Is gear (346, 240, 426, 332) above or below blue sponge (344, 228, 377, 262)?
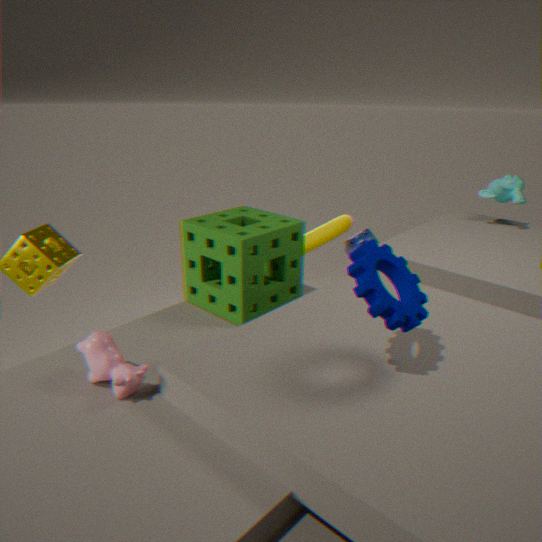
above
